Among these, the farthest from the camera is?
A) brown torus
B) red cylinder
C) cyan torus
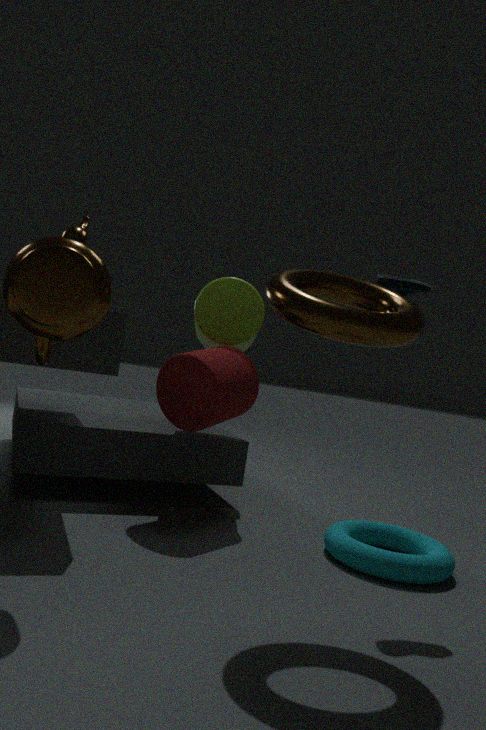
red cylinder
